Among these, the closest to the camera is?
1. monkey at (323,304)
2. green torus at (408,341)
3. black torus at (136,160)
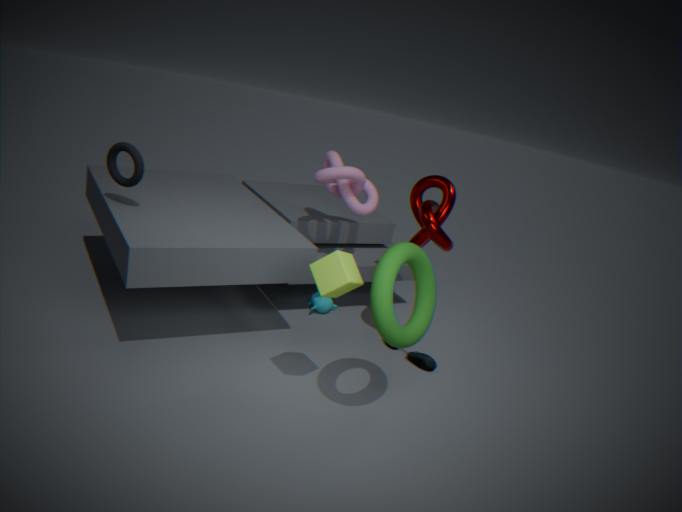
green torus at (408,341)
